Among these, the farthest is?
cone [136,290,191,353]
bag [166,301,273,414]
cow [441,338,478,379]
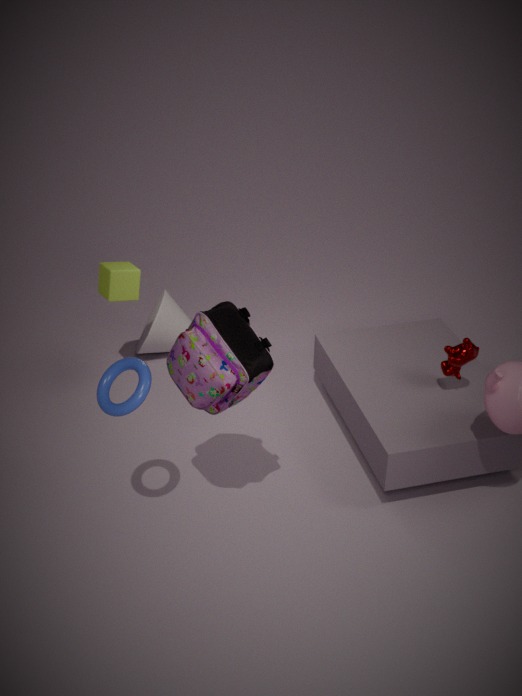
cone [136,290,191,353]
